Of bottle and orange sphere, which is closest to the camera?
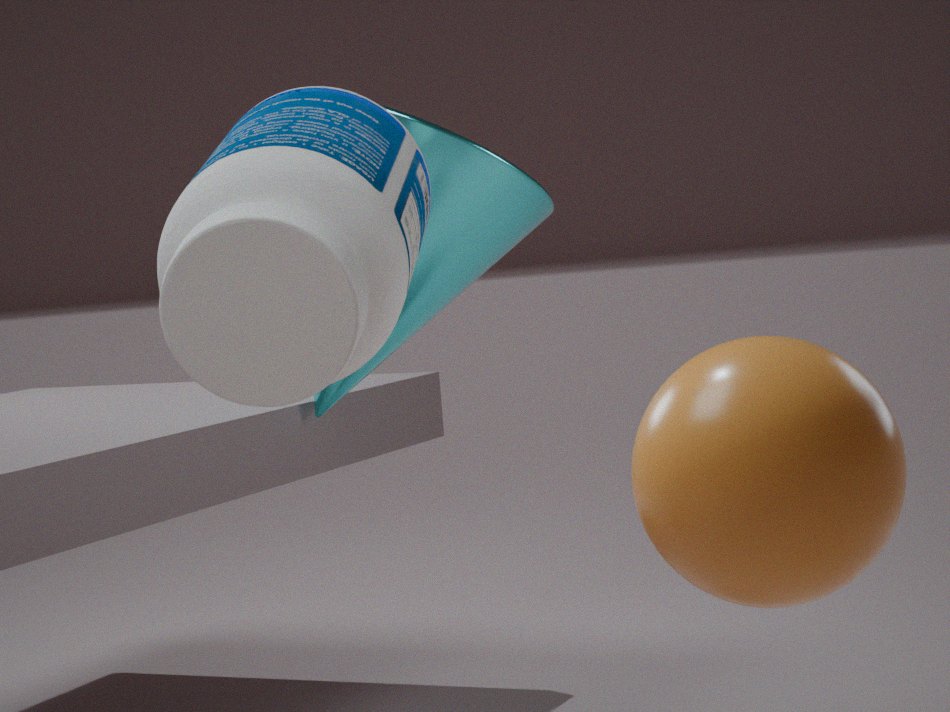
orange sphere
